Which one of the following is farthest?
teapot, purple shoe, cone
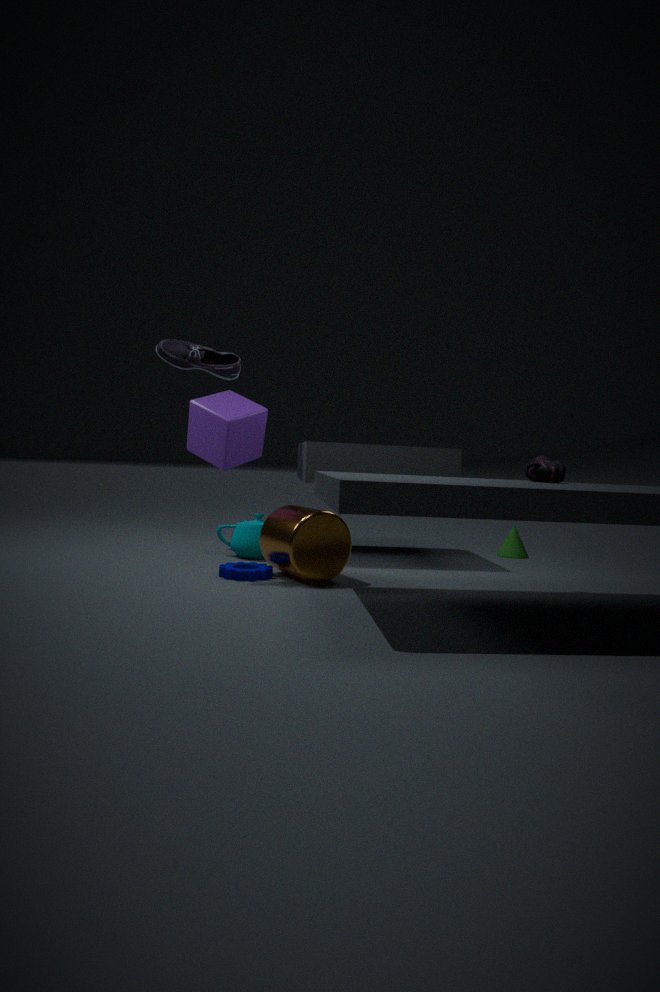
cone
